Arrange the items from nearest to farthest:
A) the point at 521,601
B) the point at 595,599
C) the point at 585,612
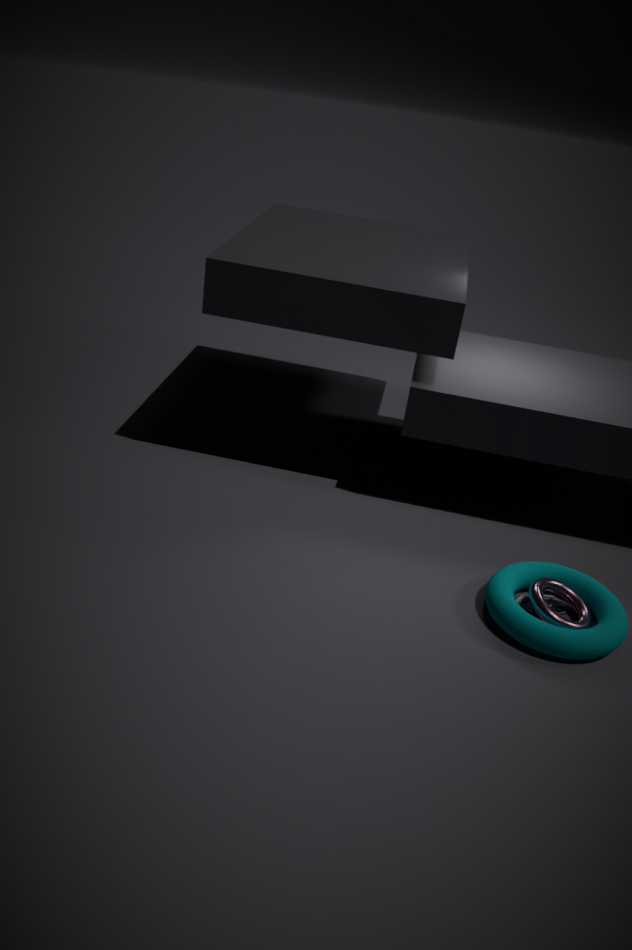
1. the point at 585,612
2. the point at 521,601
3. the point at 595,599
